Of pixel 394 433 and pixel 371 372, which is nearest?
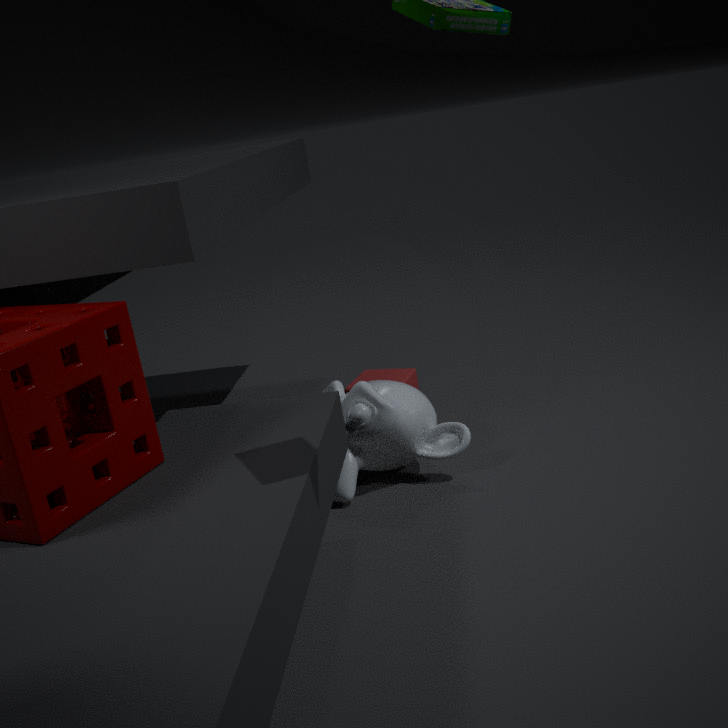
pixel 394 433
